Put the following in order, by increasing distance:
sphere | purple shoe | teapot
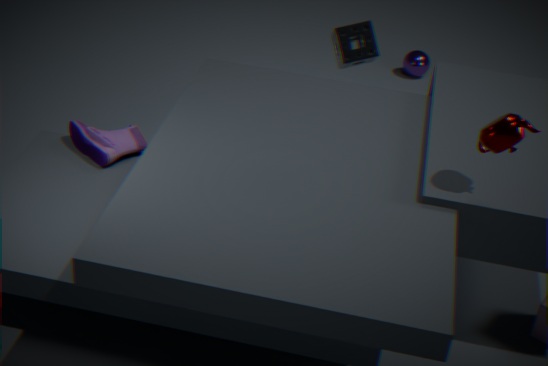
teapot → purple shoe → sphere
